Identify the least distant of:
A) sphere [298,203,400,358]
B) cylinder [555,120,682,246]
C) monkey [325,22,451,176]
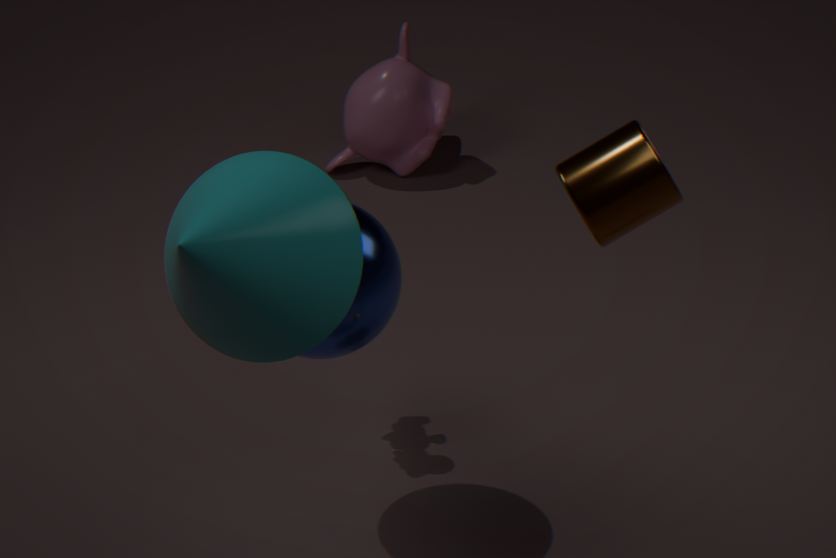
cylinder [555,120,682,246]
